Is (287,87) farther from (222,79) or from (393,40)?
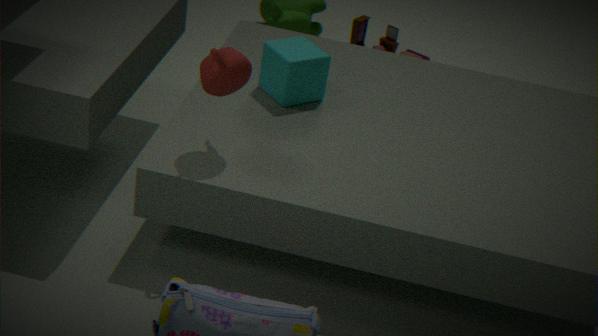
(393,40)
